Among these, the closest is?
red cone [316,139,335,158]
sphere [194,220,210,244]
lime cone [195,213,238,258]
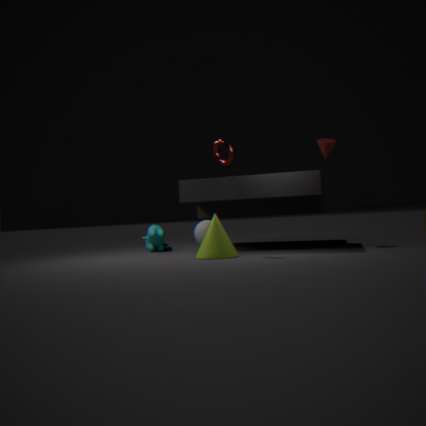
lime cone [195,213,238,258]
